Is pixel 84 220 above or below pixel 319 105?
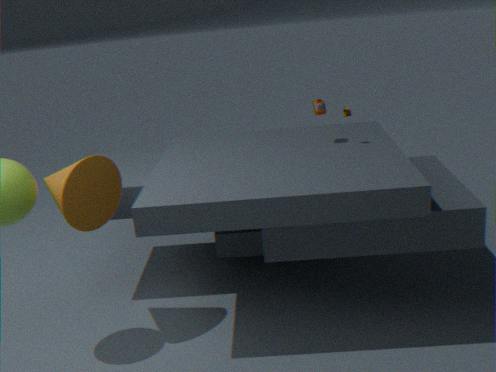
below
